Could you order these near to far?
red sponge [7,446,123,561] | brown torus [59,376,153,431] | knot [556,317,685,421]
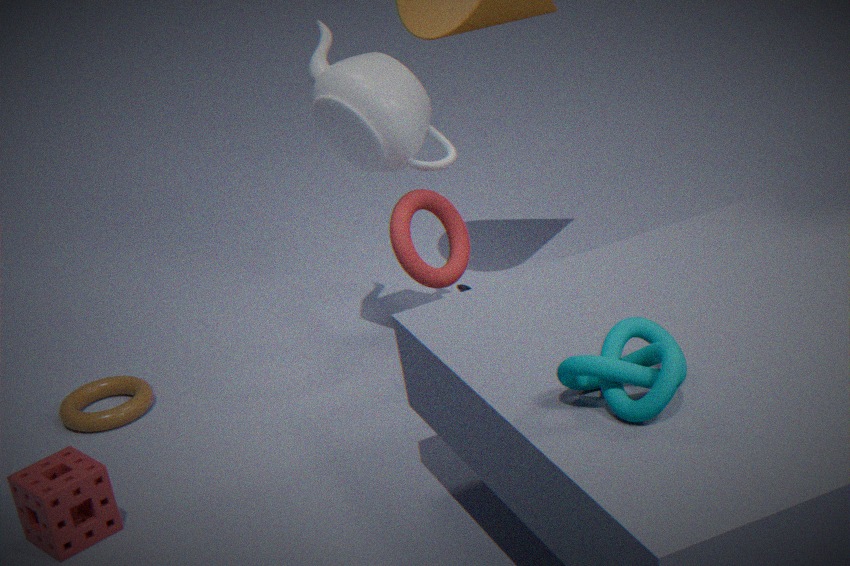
knot [556,317,685,421], red sponge [7,446,123,561], brown torus [59,376,153,431]
